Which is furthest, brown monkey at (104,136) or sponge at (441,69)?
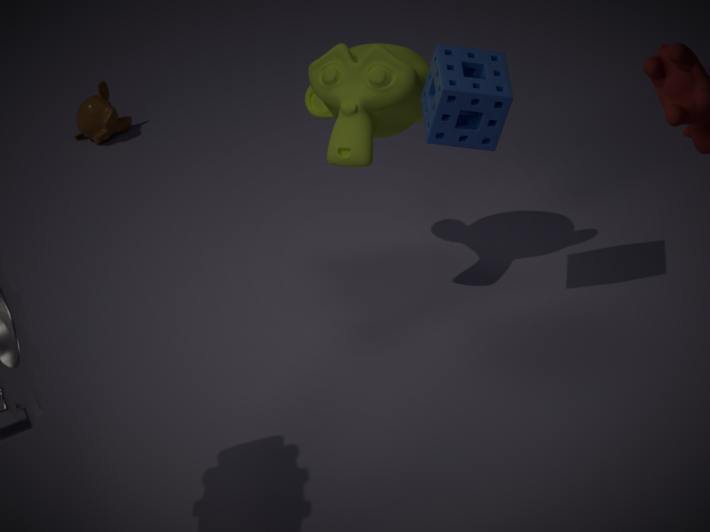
brown monkey at (104,136)
